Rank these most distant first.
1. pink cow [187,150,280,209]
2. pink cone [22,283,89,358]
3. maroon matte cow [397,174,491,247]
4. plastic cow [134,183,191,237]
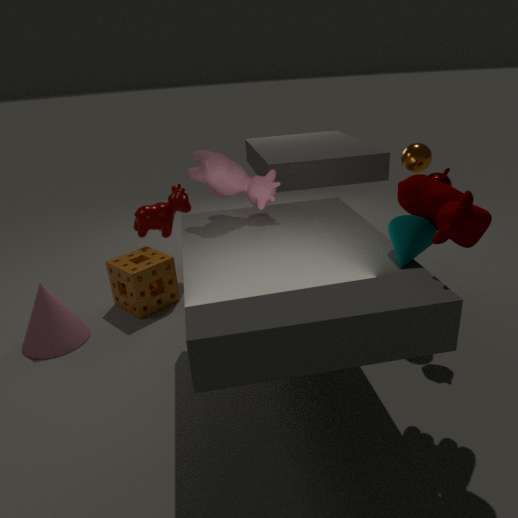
plastic cow [134,183,191,237] < pink cone [22,283,89,358] < pink cow [187,150,280,209] < maroon matte cow [397,174,491,247]
